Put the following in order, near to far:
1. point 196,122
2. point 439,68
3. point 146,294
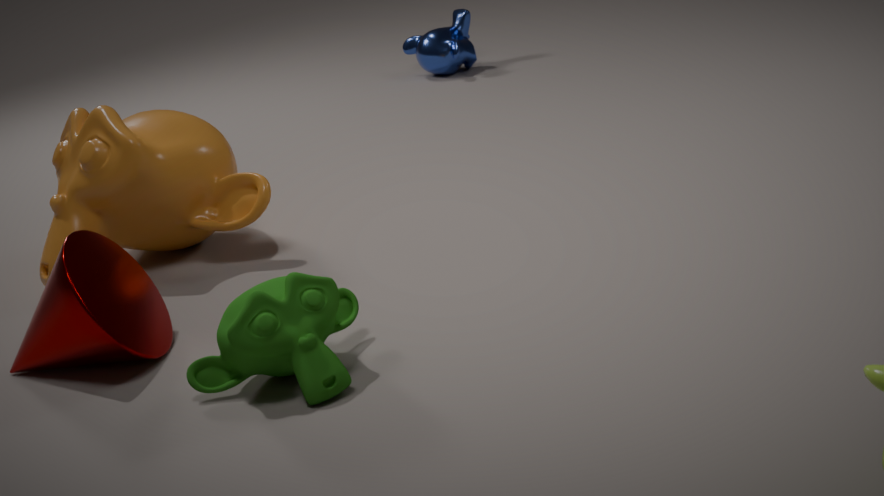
point 146,294
point 196,122
point 439,68
